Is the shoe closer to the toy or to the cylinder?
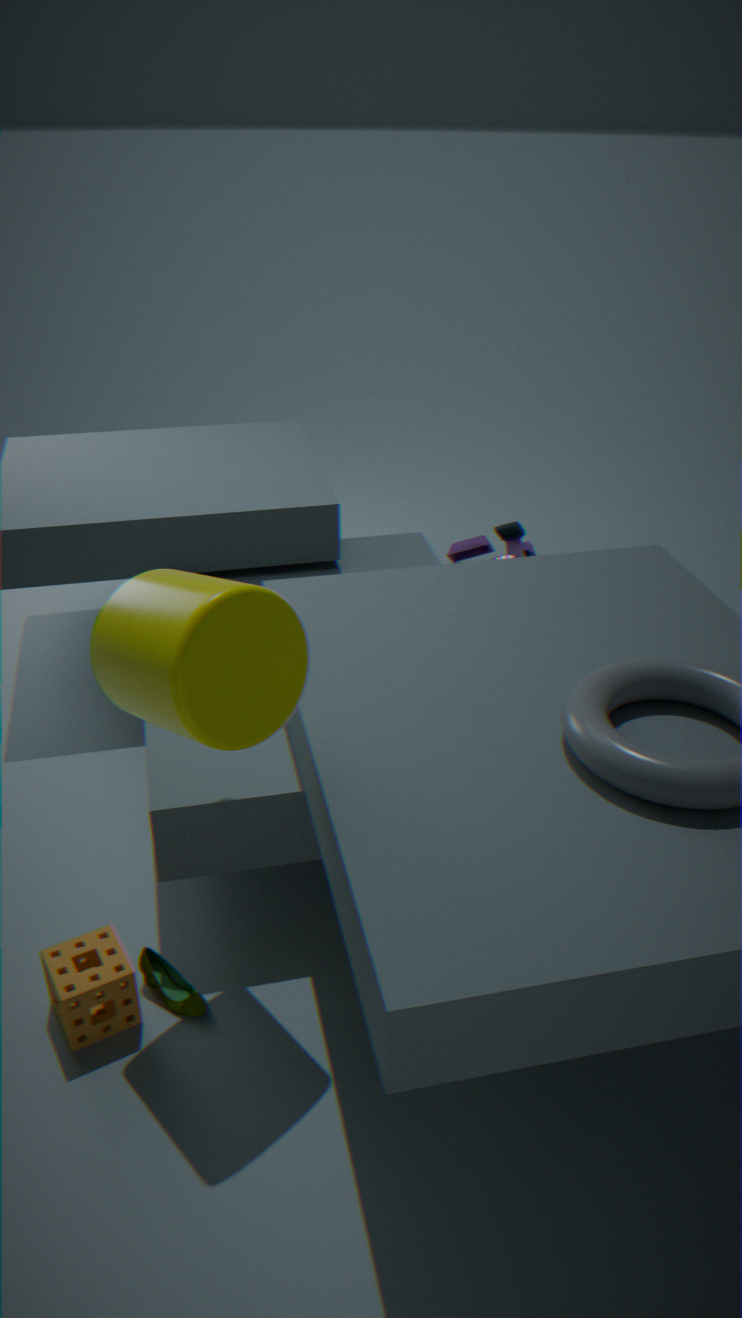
the cylinder
